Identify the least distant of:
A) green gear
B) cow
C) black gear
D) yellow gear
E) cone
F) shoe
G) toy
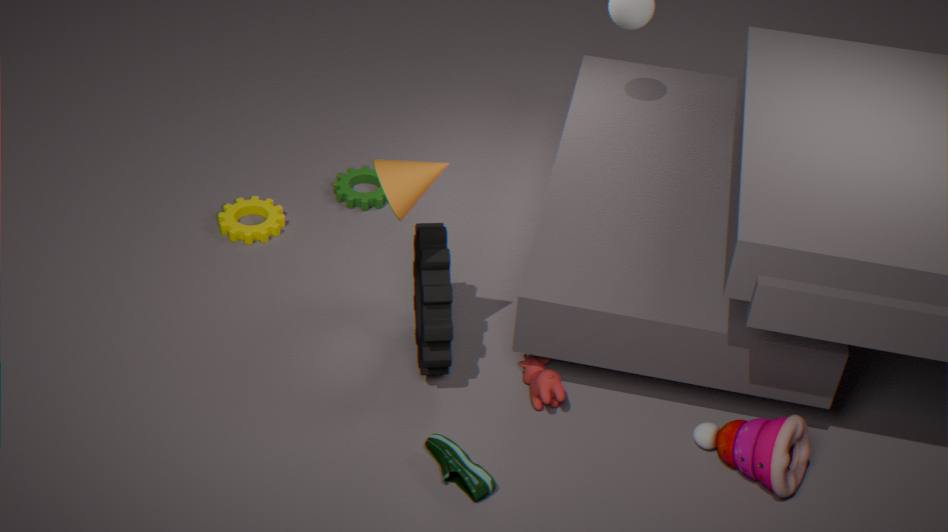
cone
